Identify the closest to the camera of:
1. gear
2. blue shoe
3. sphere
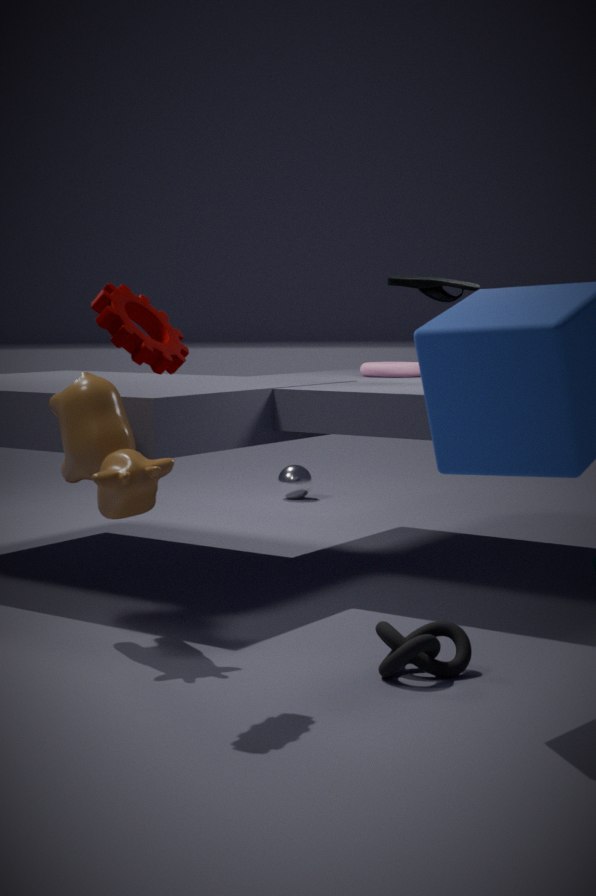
gear
